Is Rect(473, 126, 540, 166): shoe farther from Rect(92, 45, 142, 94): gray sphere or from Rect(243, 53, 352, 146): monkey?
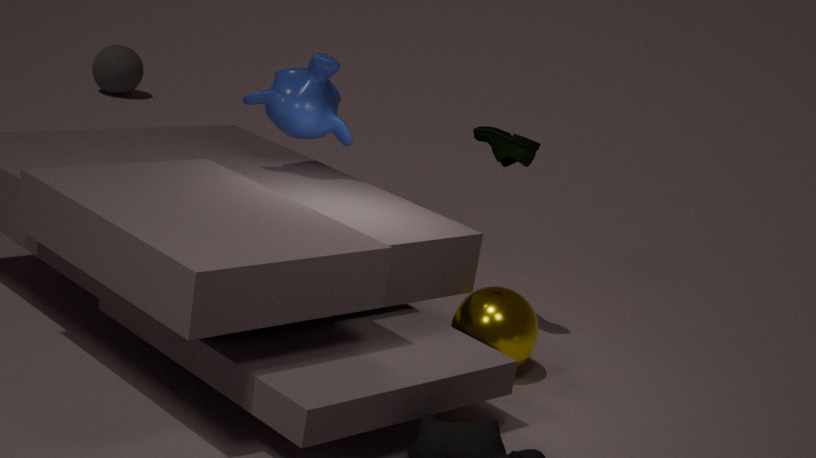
Rect(92, 45, 142, 94): gray sphere
